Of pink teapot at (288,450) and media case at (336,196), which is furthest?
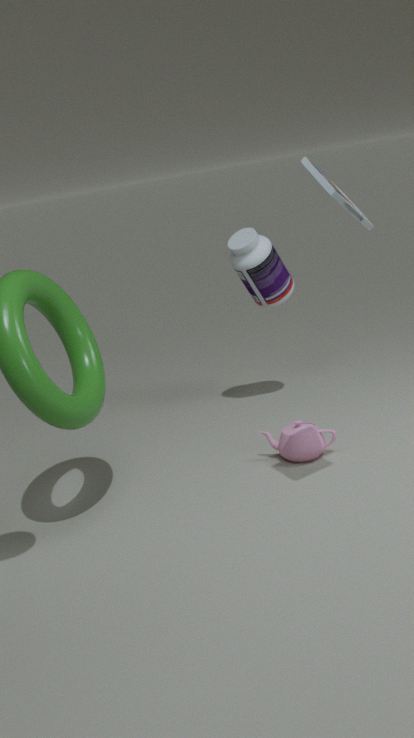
pink teapot at (288,450)
